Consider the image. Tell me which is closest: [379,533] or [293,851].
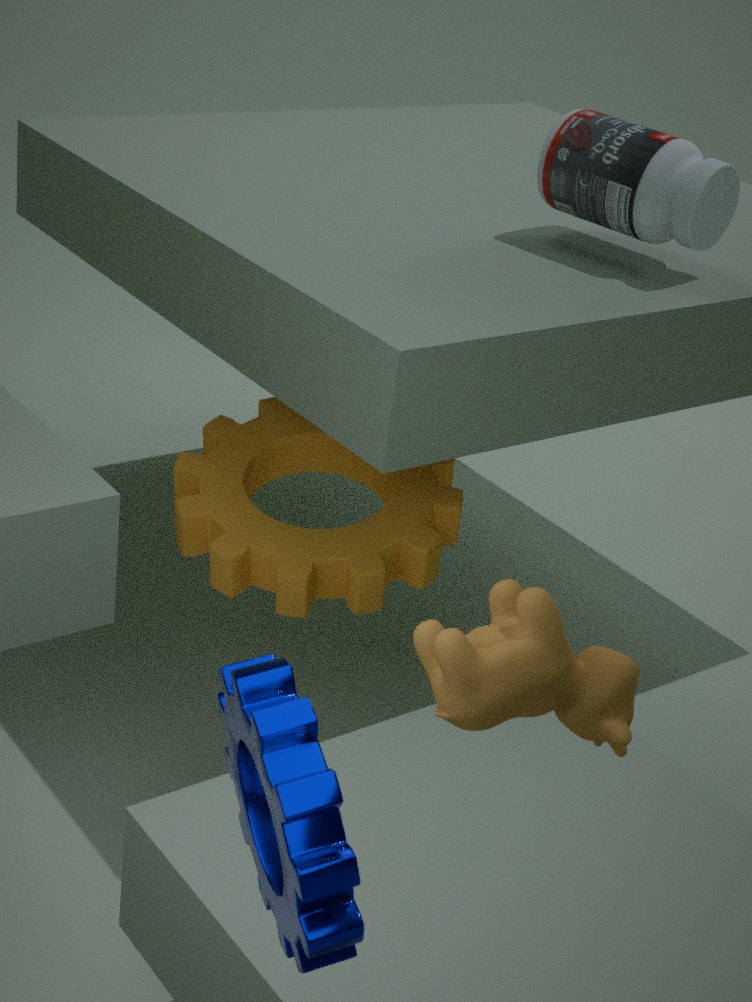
[293,851]
